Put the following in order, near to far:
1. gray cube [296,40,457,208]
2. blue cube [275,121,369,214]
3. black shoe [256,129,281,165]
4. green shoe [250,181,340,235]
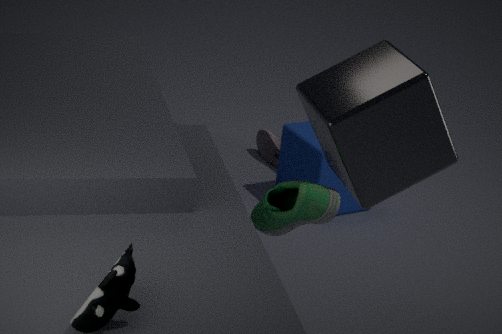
gray cube [296,40,457,208], green shoe [250,181,340,235], blue cube [275,121,369,214], black shoe [256,129,281,165]
